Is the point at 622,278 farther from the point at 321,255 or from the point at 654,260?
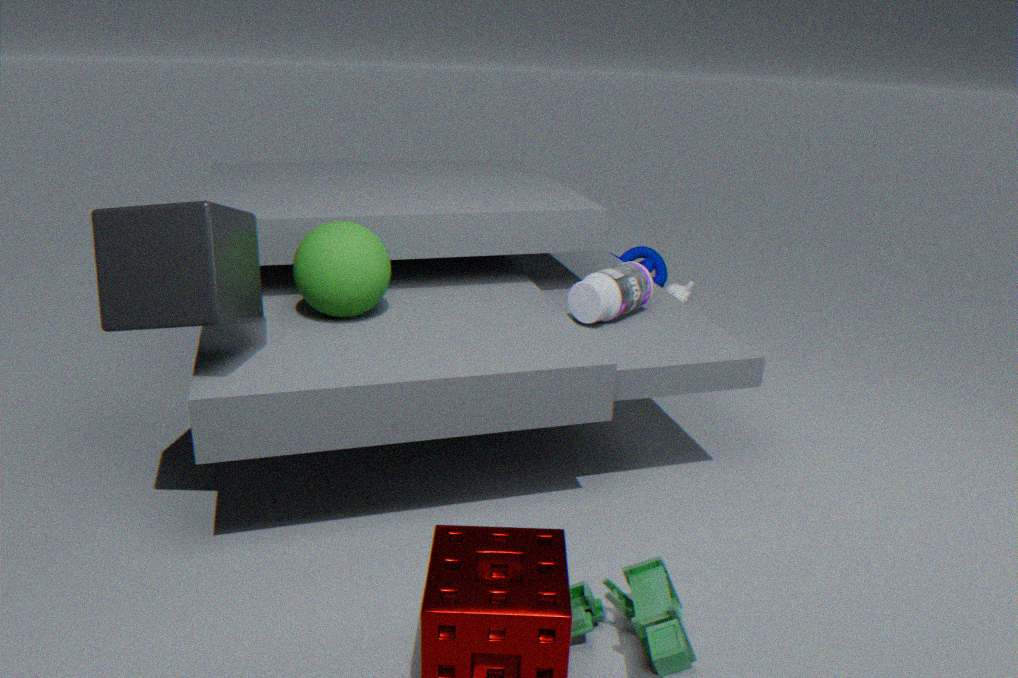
the point at 654,260
